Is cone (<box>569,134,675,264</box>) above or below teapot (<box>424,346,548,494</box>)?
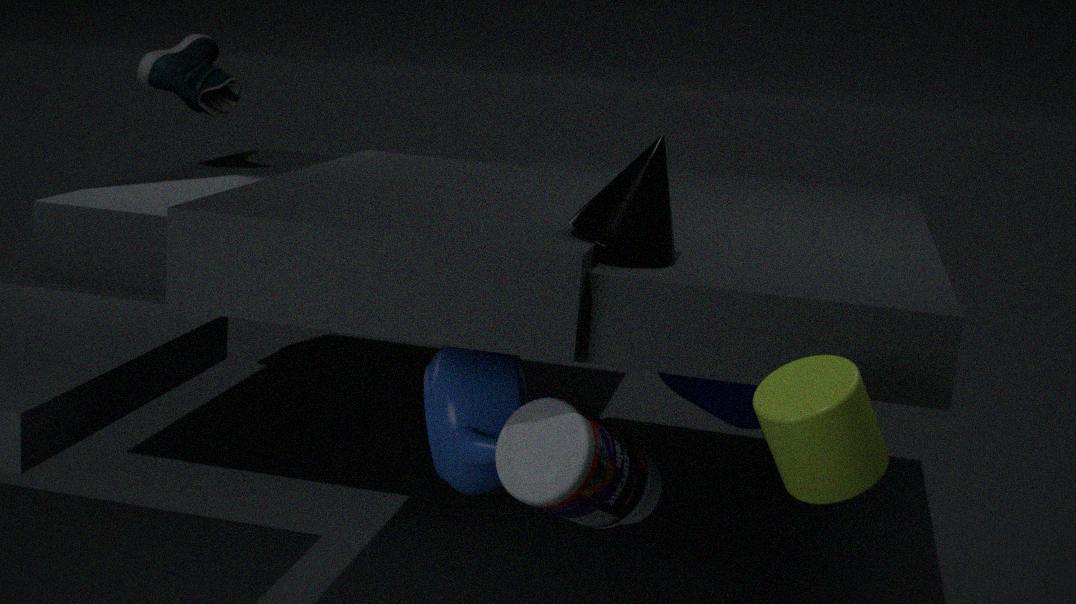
above
